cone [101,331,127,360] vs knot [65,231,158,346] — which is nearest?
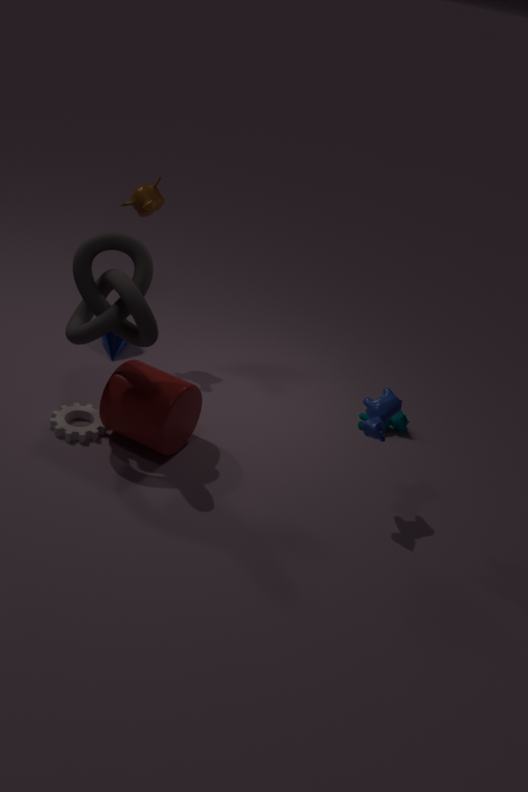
knot [65,231,158,346]
